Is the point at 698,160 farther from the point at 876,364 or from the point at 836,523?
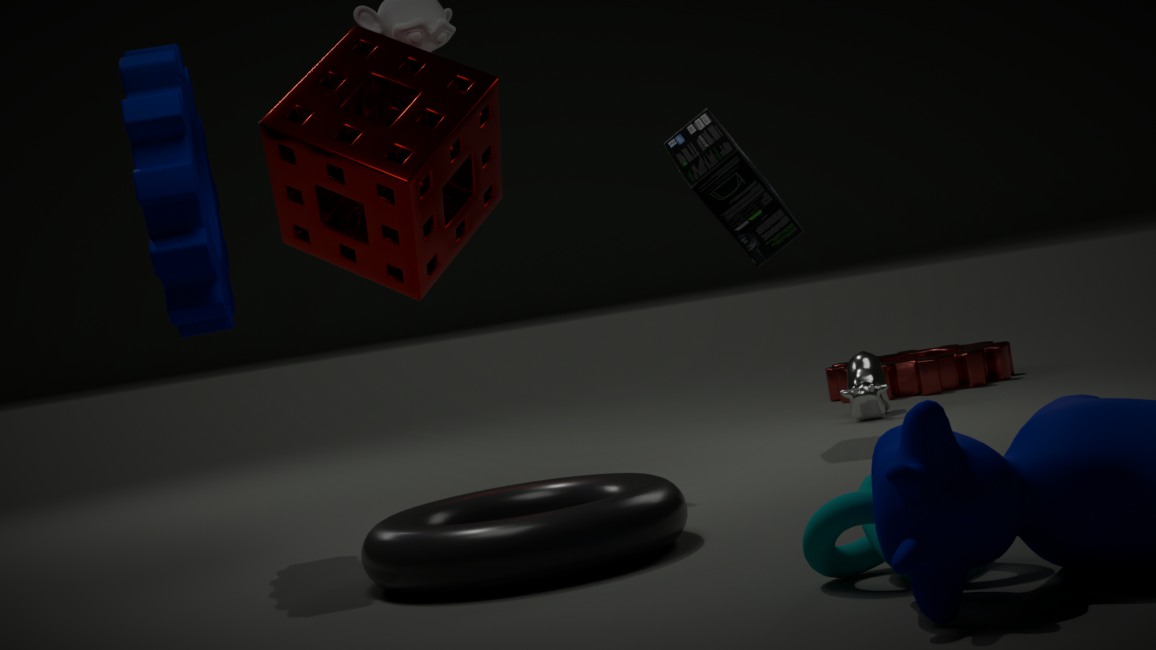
the point at 836,523
